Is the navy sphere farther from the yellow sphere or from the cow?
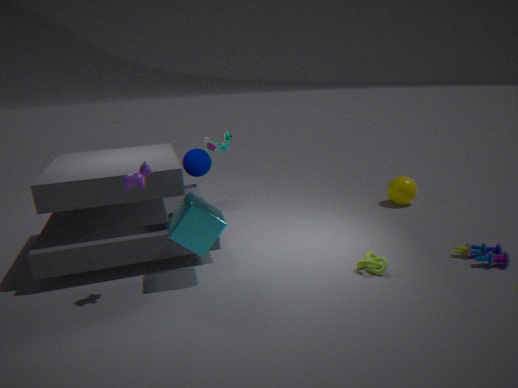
the yellow sphere
